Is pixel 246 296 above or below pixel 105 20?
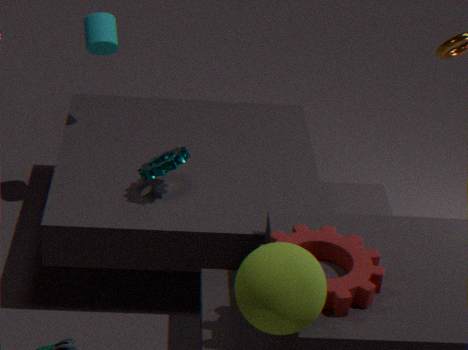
below
